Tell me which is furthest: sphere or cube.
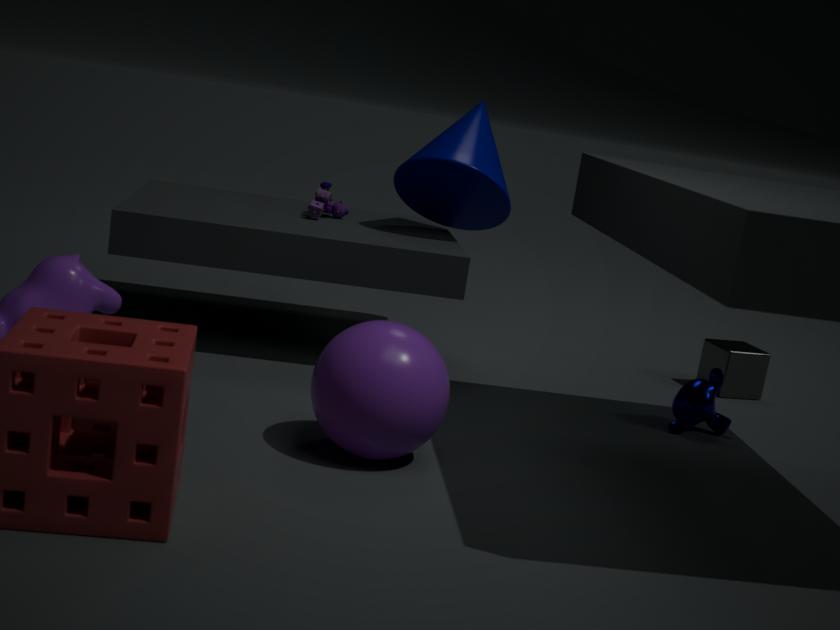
cube
